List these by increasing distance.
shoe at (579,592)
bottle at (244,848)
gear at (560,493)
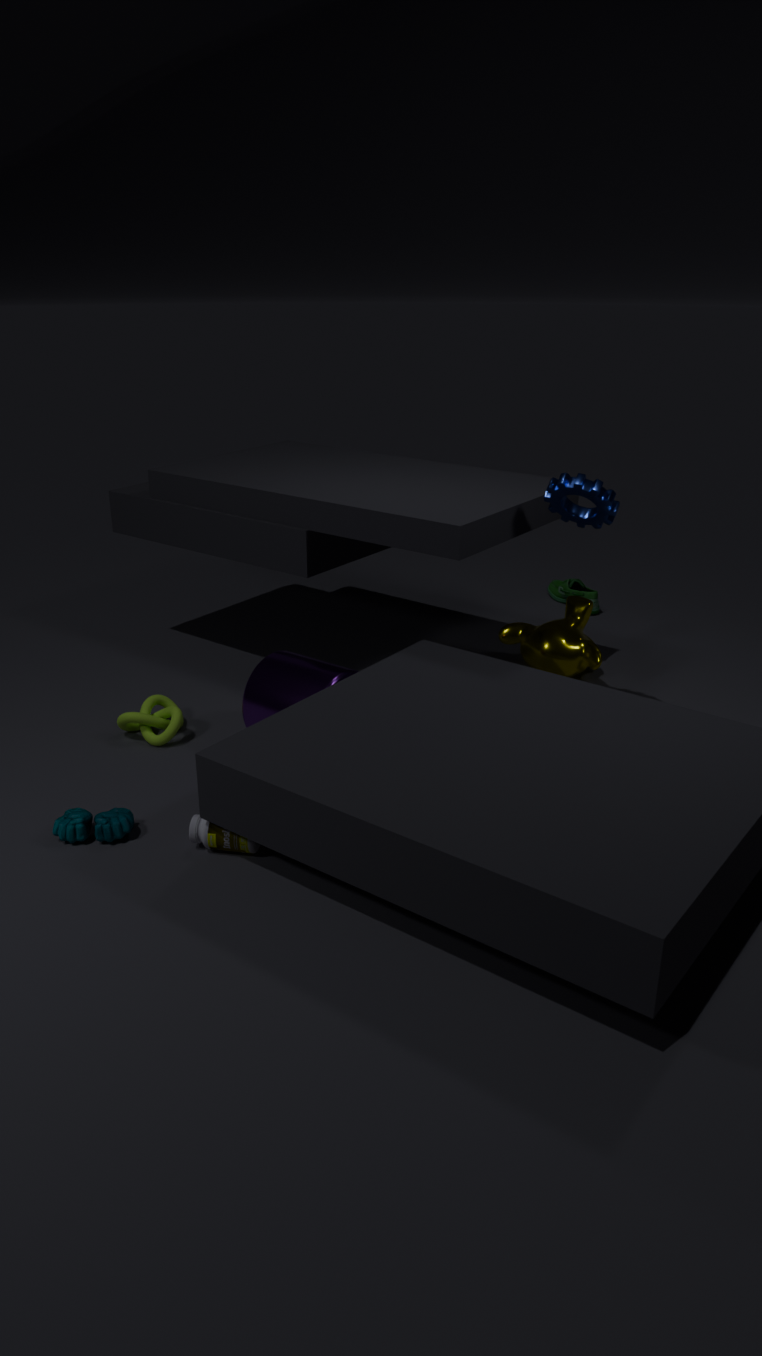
bottle at (244,848) < gear at (560,493) < shoe at (579,592)
